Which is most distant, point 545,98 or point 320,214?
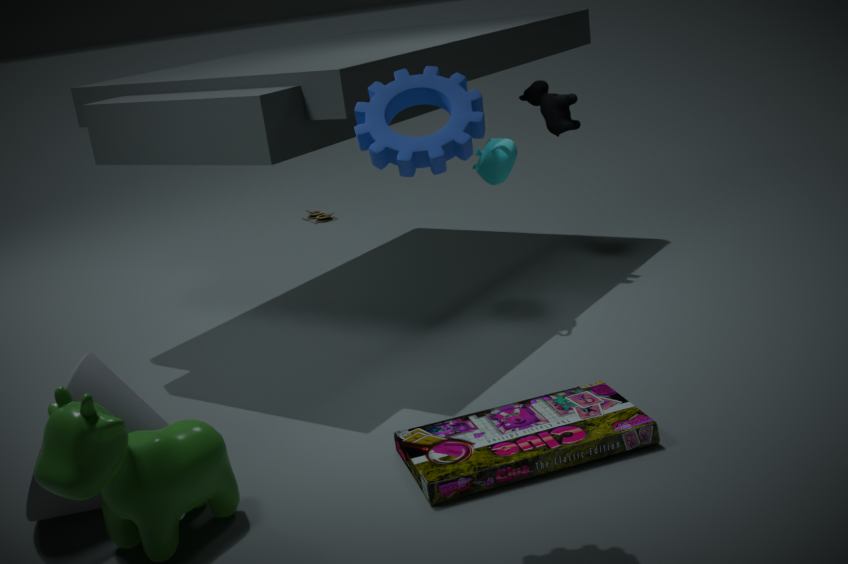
point 320,214
